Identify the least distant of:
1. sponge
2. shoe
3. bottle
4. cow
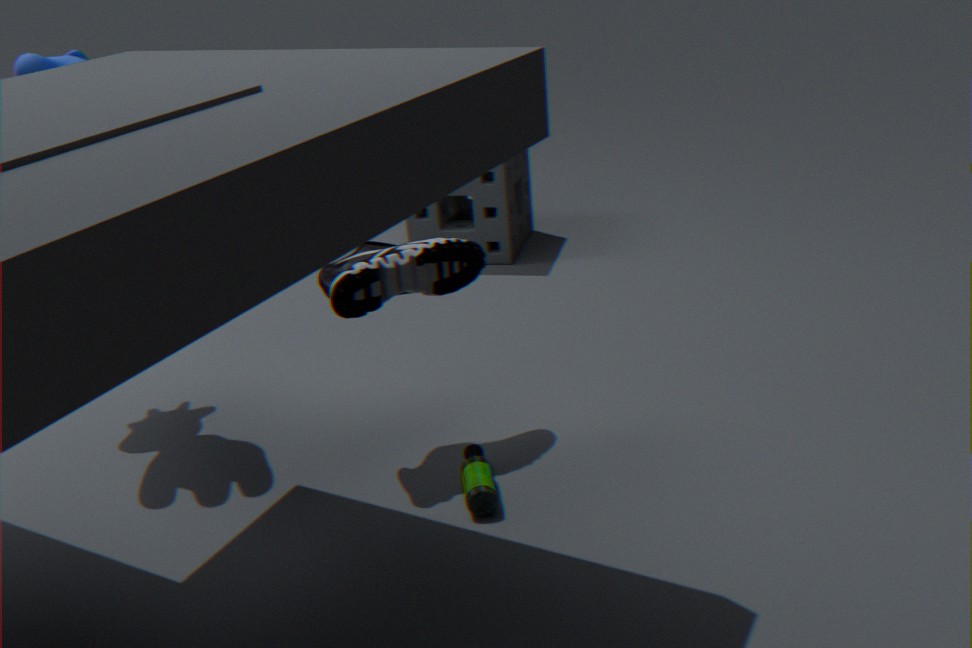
bottle
